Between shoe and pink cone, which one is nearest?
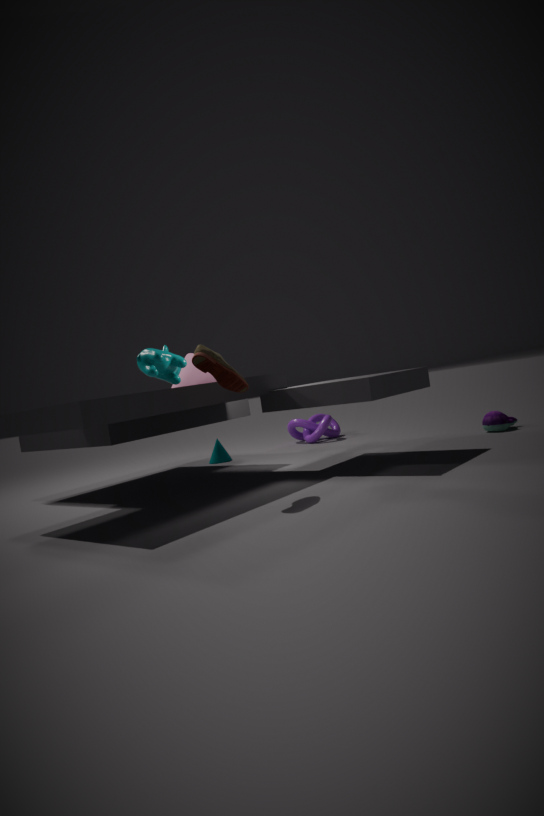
→ shoe
